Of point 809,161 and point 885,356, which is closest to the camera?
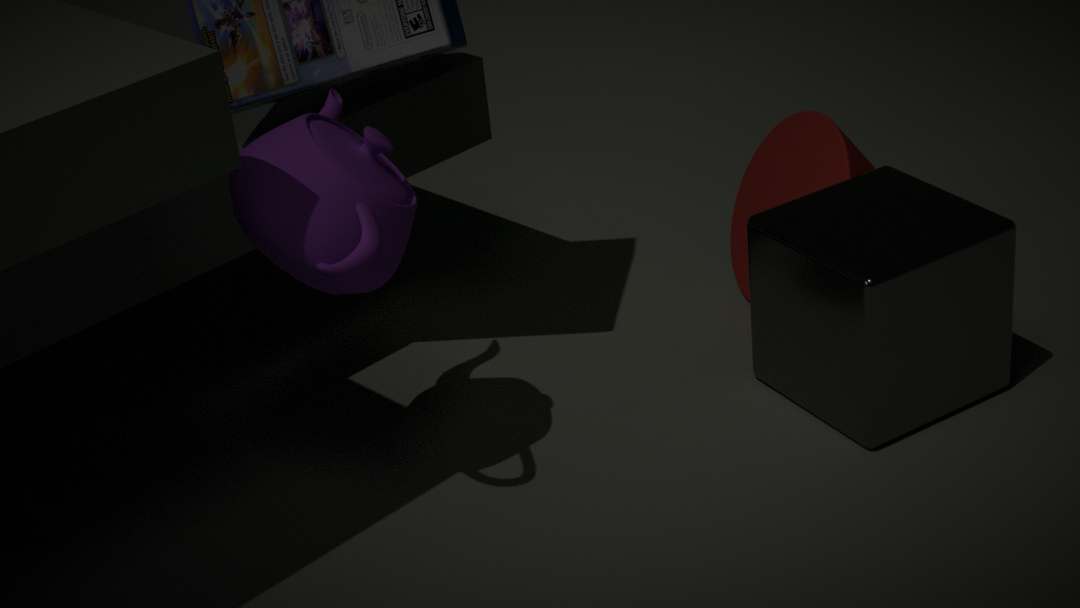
point 885,356
